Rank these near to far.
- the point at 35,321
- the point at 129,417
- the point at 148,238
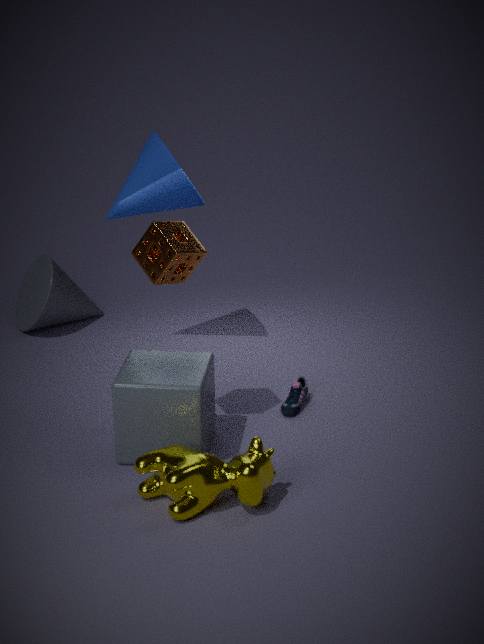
the point at 129,417
the point at 148,238
the point at 35,321
